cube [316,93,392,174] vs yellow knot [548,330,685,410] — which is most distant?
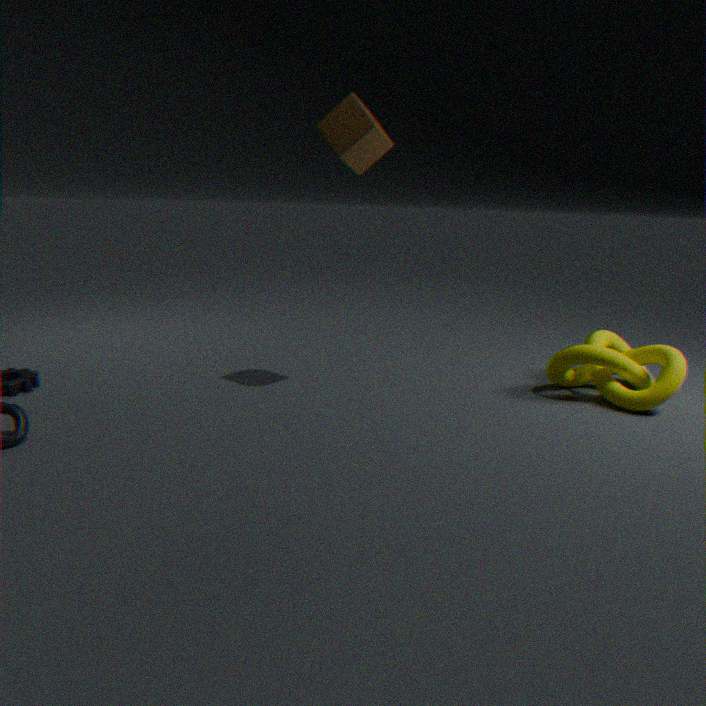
yellow knot [548,330,685,410]
